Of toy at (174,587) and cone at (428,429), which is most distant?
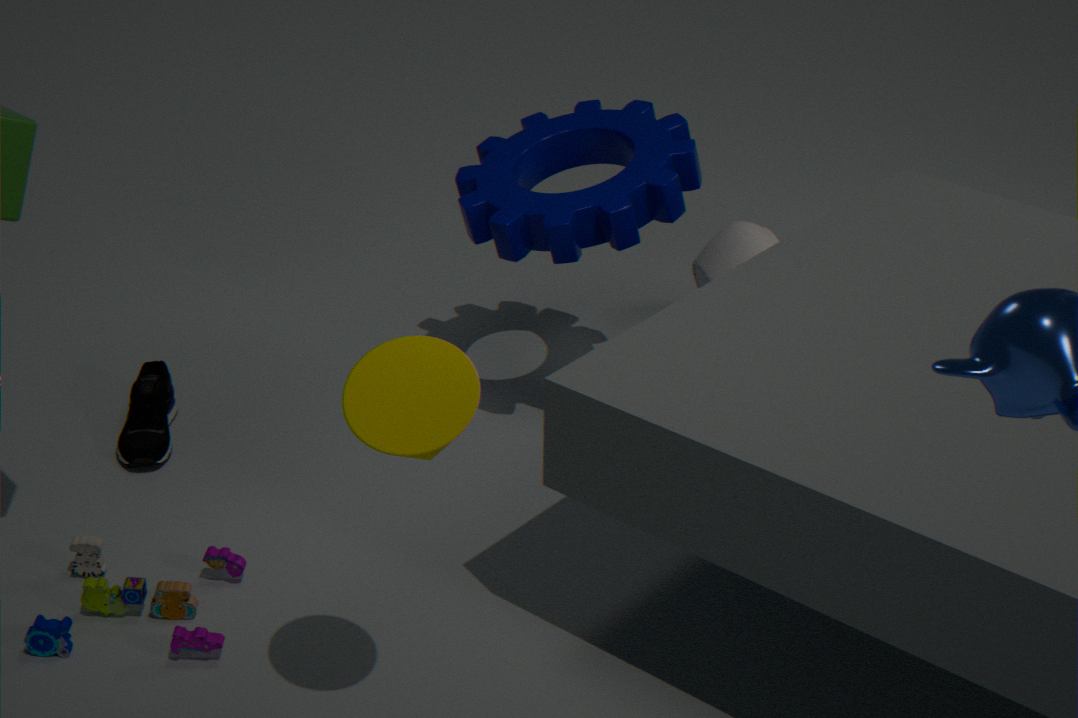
toy at (174,587)
